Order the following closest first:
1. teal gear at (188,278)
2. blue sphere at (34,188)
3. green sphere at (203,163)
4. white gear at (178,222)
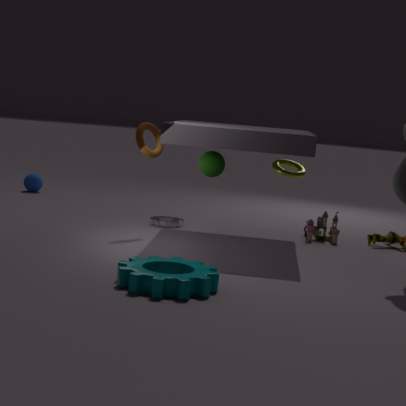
teal gear at (188,278), green sphere at (203,163), white gear at (178,222), blue sphere at (34,188)
